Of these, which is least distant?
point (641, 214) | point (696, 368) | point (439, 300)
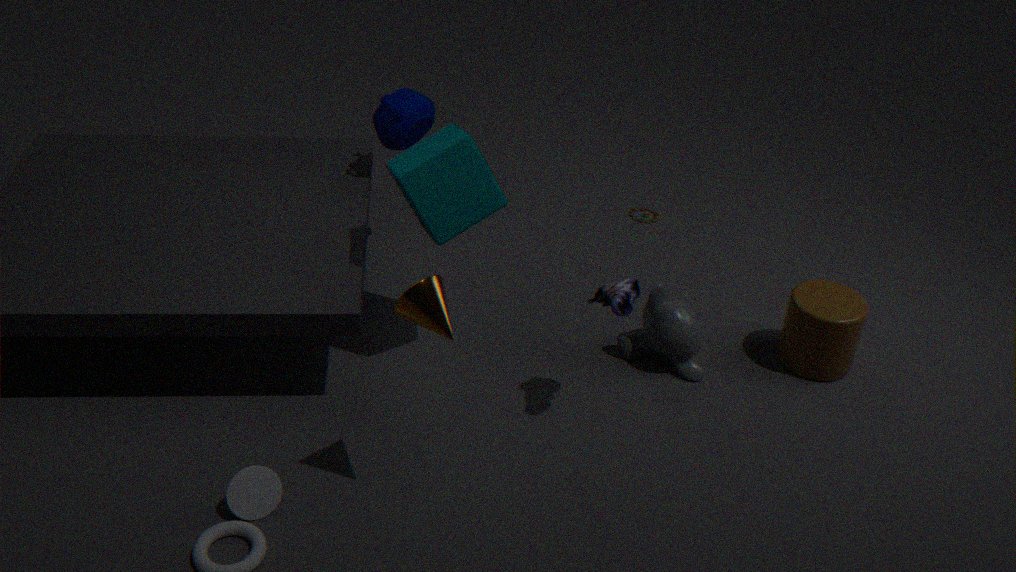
point (439, 300)
